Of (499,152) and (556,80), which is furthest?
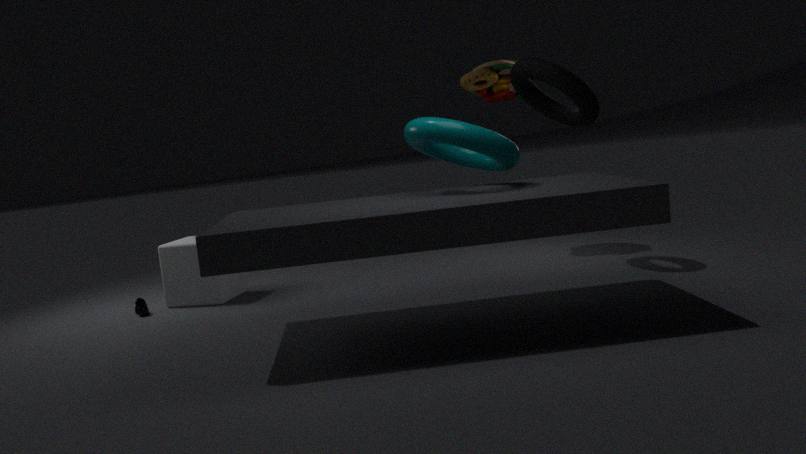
(556,80)
